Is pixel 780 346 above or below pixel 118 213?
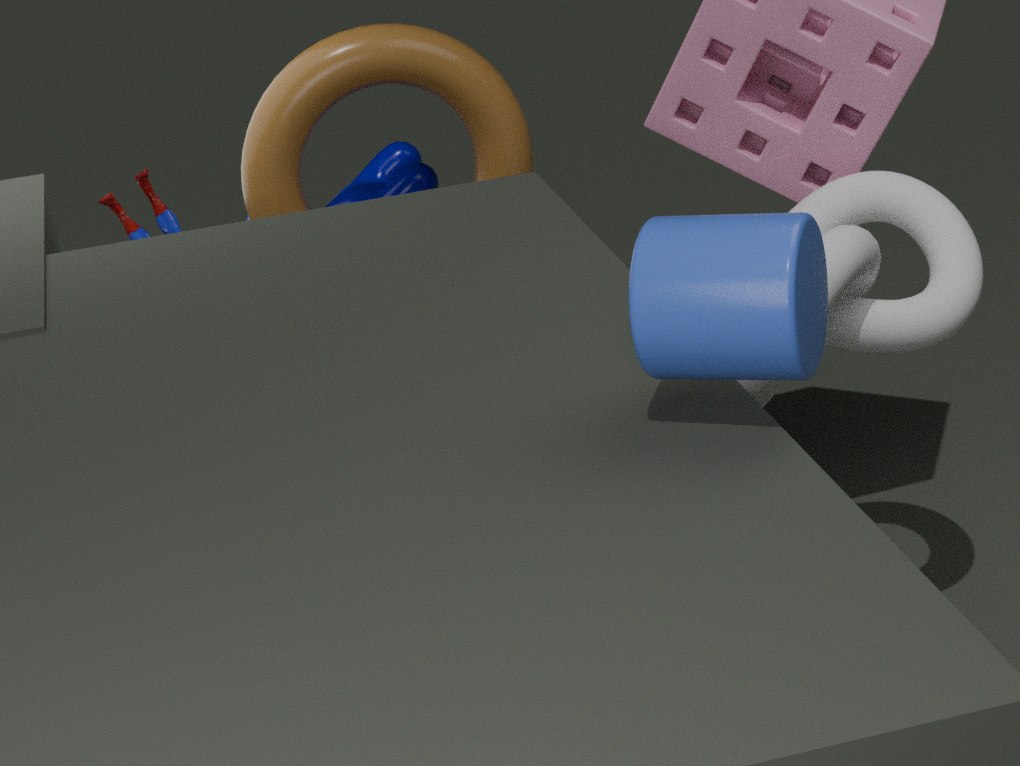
above
